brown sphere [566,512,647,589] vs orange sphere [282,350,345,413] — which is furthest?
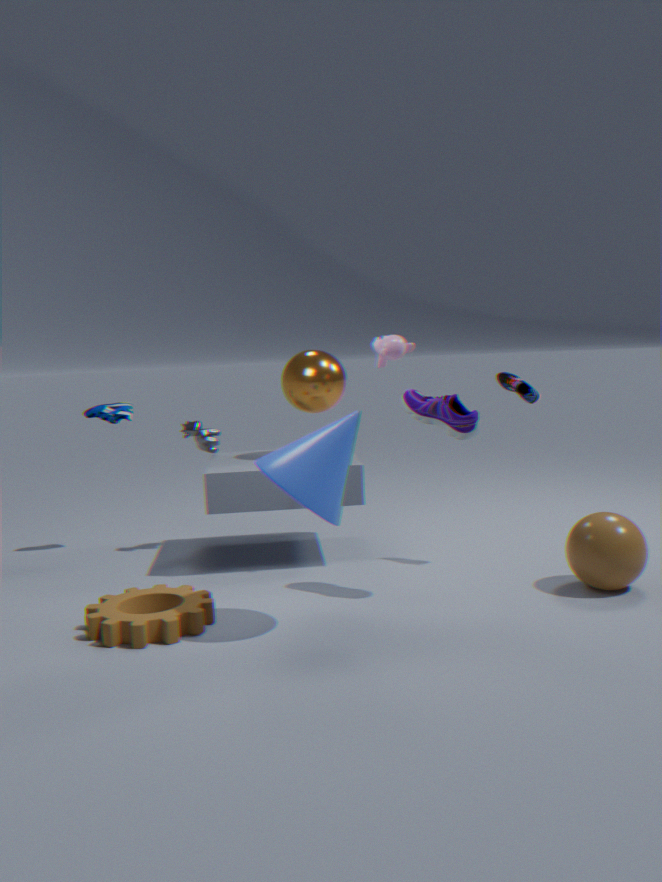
orange sphere [282,350,345,413]
